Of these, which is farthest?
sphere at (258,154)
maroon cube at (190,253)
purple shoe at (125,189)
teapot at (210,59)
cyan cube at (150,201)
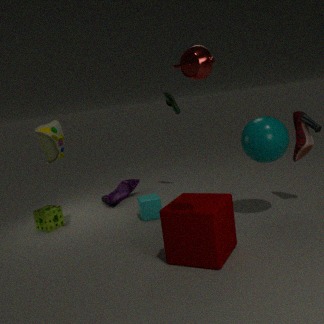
purple shoe at (125,189)
